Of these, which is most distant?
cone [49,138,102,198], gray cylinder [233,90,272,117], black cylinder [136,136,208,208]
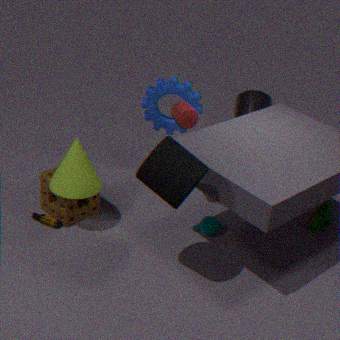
gray cylinder [233,90,272,117]
